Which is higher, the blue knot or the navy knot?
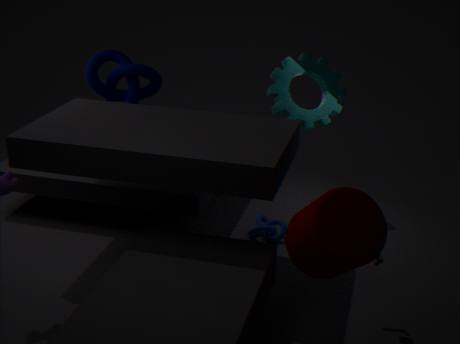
the navy knot
